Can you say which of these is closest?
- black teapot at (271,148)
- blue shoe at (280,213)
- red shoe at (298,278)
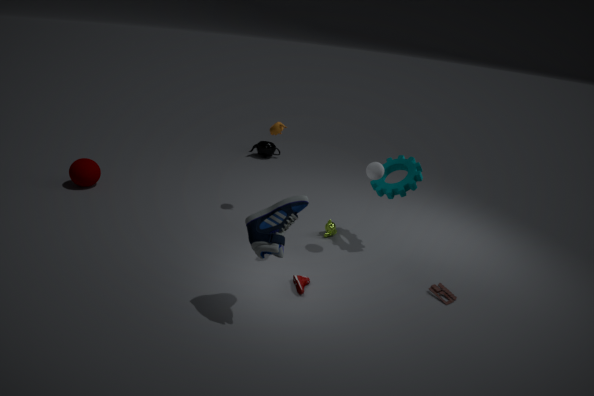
blue shoe at (280,213)
